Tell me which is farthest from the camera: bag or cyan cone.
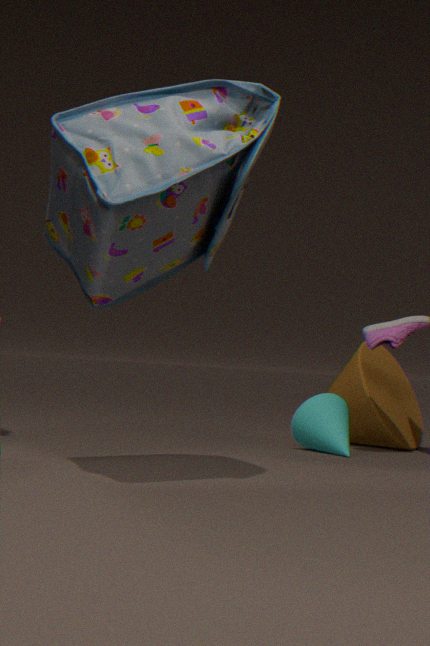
cyan cone
